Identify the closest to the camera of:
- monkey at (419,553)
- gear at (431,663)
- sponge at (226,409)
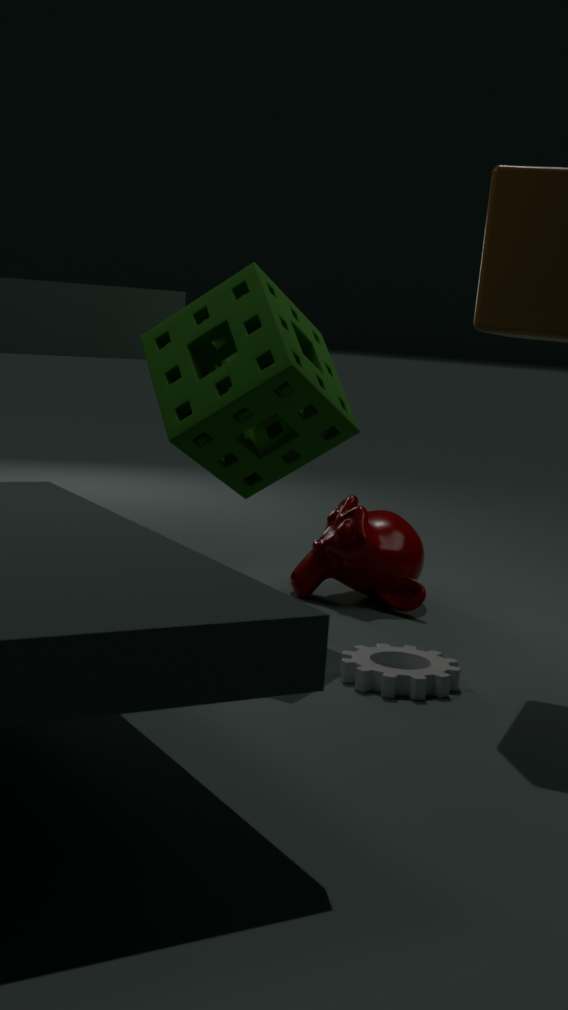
gear at (431,663)
